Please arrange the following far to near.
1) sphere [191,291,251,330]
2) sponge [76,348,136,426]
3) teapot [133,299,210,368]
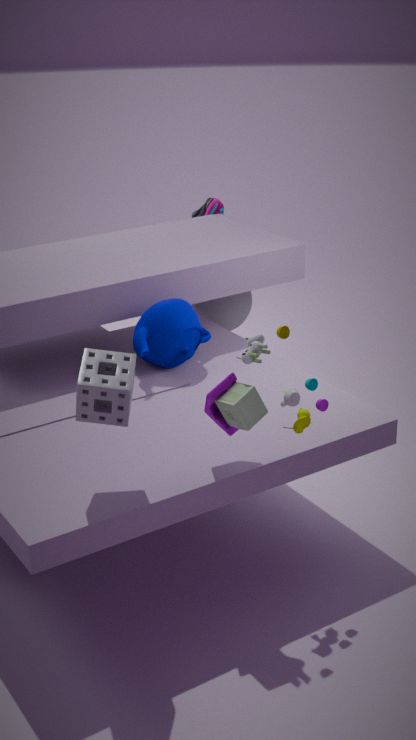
1. sphere [191,291,251,330] → 3. teapot [133,299,210,368] → 2. sponge [76,348,136,426]
